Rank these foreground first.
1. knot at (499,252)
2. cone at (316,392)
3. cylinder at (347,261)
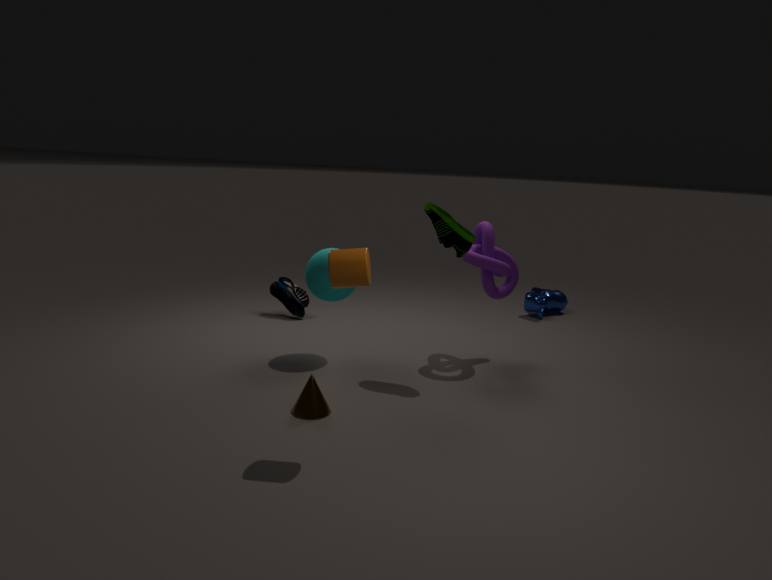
1. cylinder at (347,261)
2. cone at (316,392)
3. knot at (499,252)
